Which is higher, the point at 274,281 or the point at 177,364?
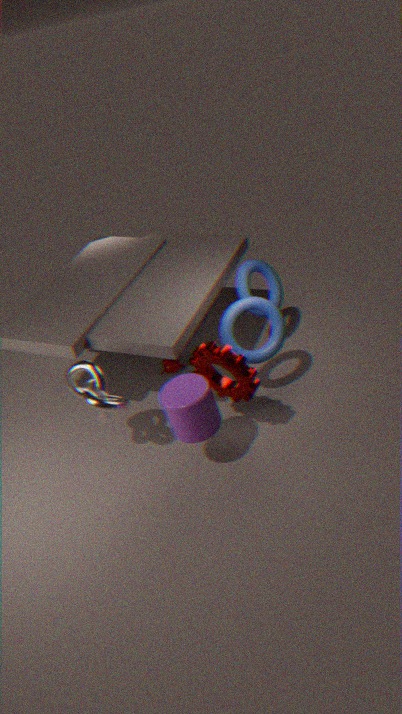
the point at 274,281
